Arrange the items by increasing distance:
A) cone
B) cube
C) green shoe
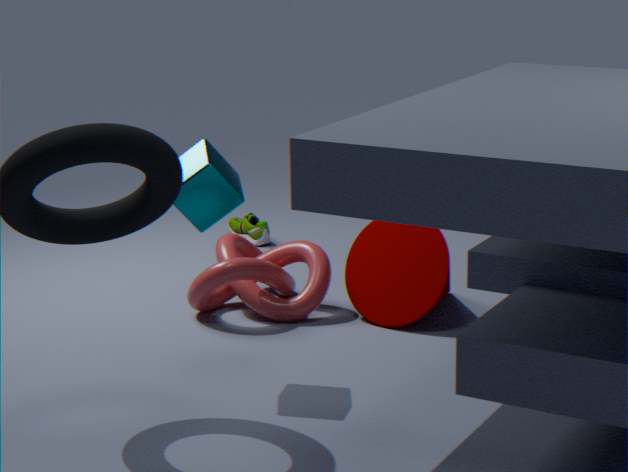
cube
cone
green shoe
